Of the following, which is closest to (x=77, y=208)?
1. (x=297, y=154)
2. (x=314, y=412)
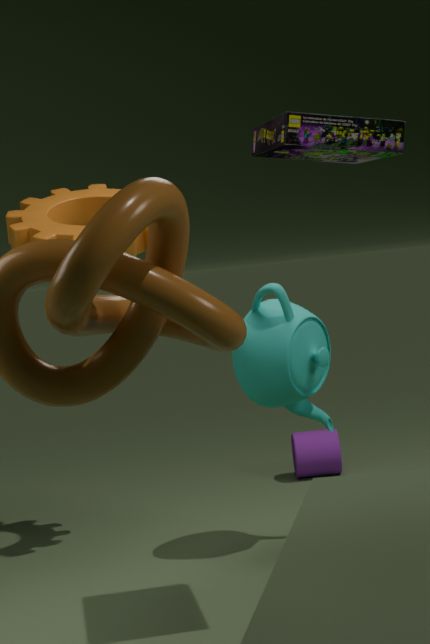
(x=314, y=412)
